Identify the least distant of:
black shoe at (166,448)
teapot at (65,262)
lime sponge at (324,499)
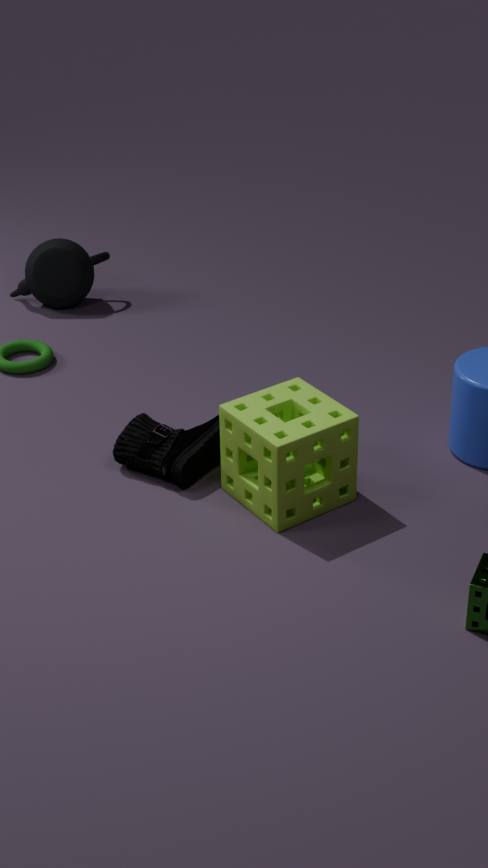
lime sponge at (324,499)
